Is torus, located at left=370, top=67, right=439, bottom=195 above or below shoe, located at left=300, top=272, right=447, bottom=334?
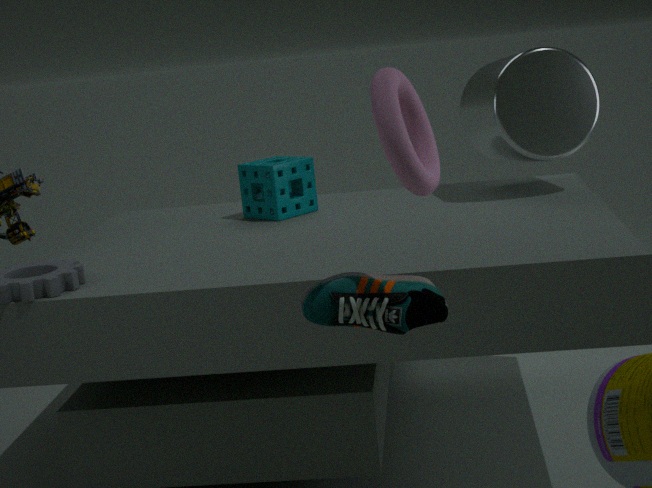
above
